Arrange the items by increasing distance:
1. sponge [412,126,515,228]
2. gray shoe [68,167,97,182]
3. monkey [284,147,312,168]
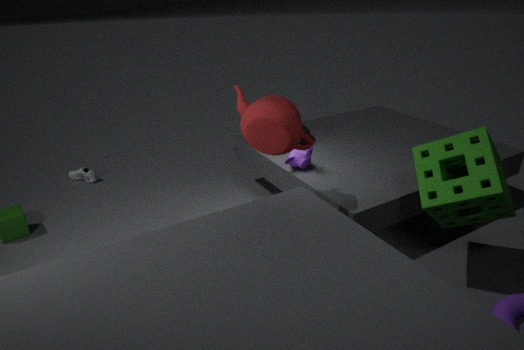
sponge [412,126,515,228] < monkey [284,147,312,168] < gray shoe [68,167,97,182]
